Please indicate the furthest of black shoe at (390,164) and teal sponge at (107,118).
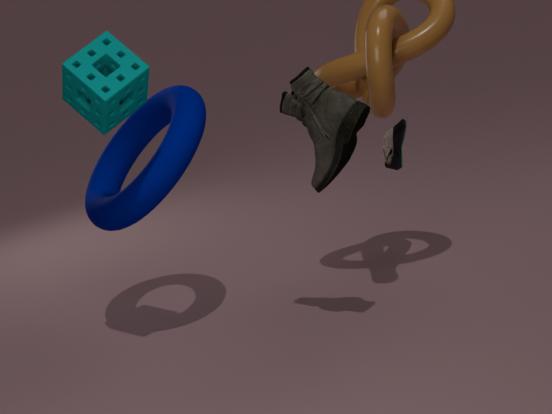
black shoe at (390,164)
